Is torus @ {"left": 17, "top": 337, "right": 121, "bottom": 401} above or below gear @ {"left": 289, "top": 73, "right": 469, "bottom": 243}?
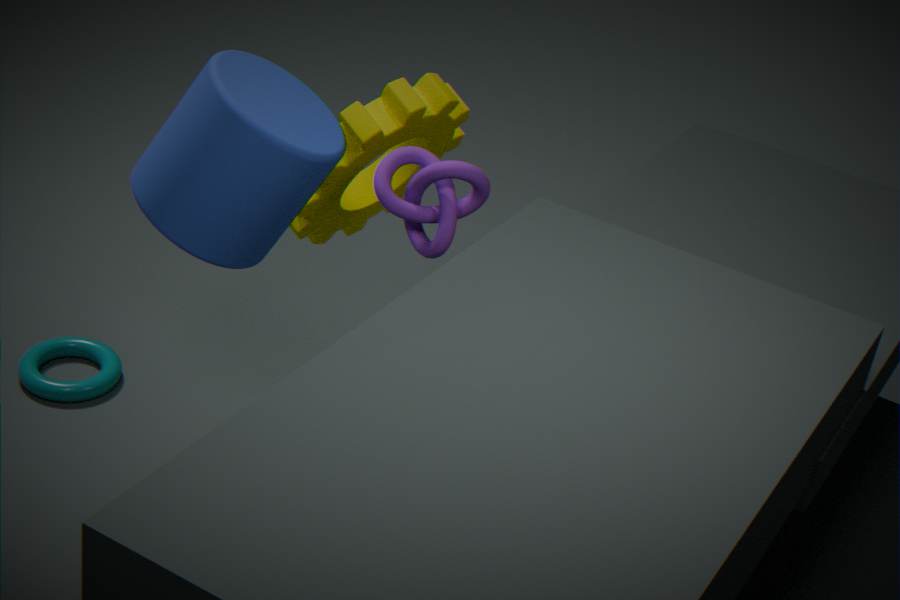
below
